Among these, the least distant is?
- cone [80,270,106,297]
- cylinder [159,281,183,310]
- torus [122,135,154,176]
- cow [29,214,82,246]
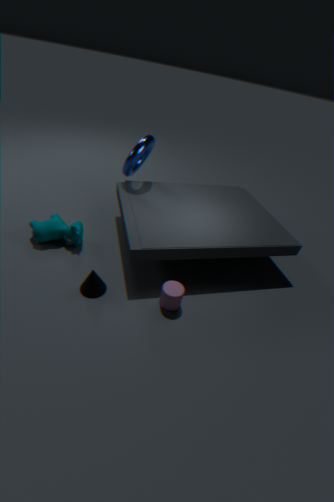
cylinder [159,281,183,310]
